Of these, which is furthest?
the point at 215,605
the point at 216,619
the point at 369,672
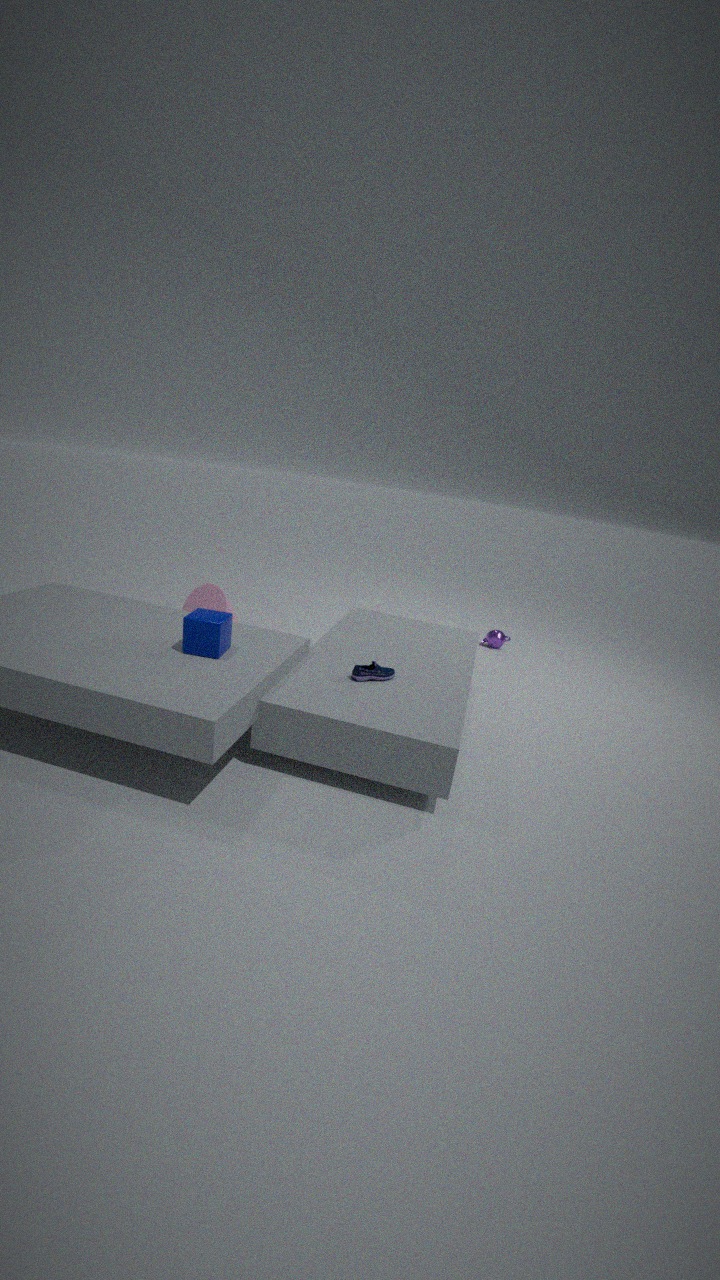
the point at 215,605
